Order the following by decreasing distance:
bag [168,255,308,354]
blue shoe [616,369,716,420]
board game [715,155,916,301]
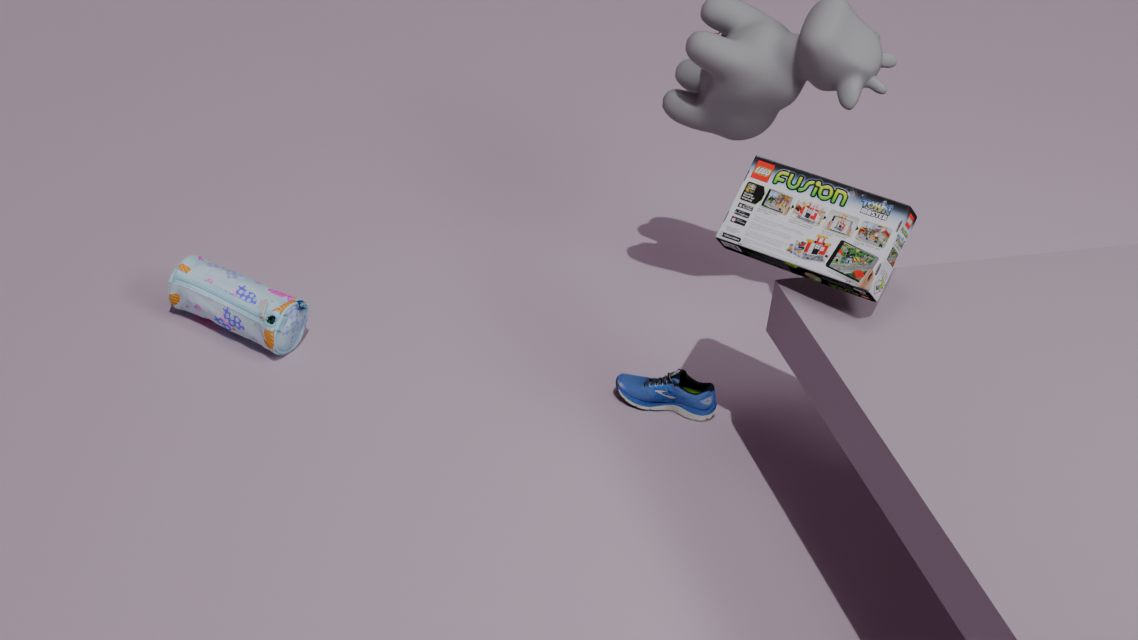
bag [168,255,308,354], blue shoe [616,369,716,420], board game [715,155,916,301]
